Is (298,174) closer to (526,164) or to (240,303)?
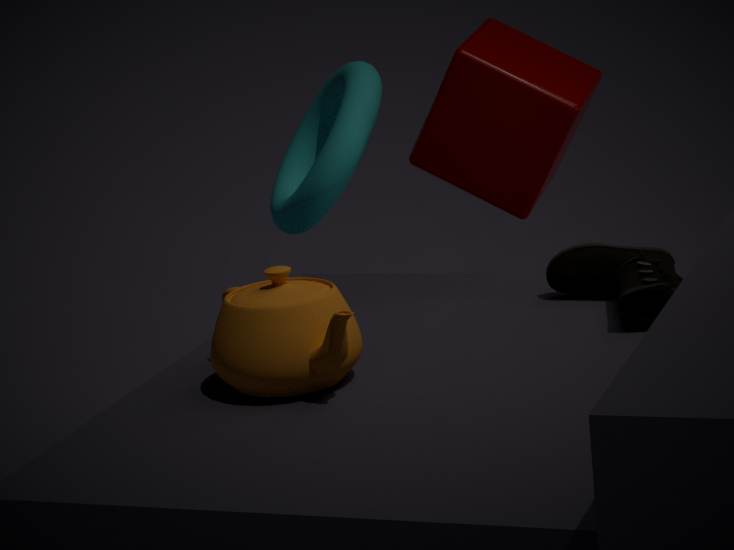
(526,164)
